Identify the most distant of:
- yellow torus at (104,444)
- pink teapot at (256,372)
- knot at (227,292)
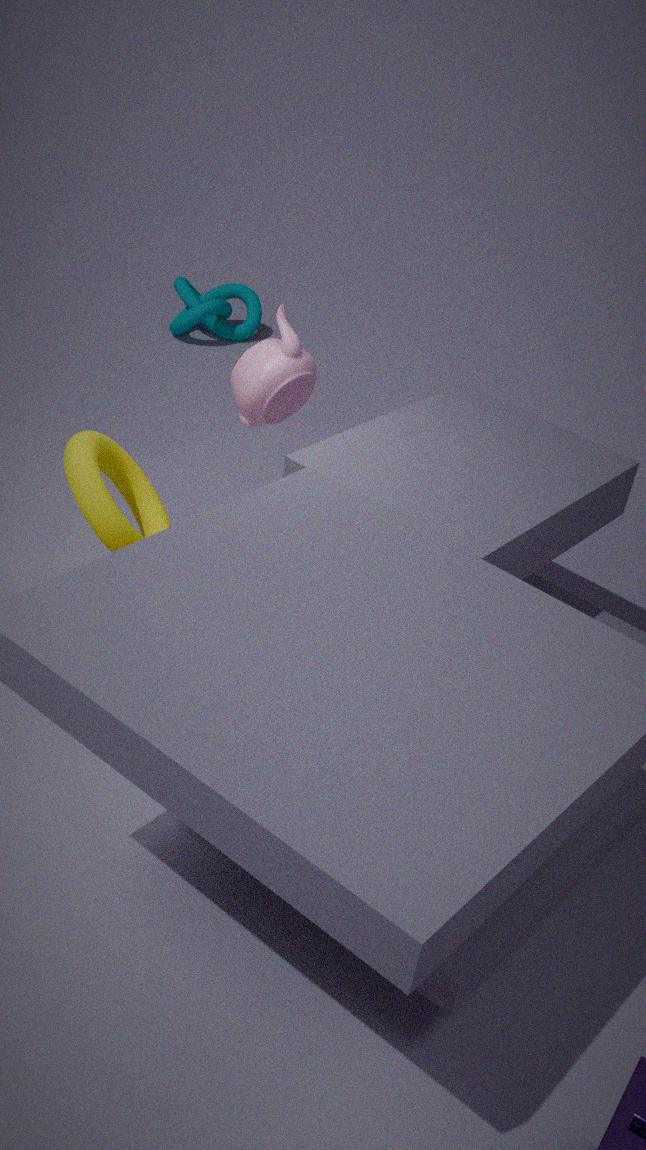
knot at (227,292)
